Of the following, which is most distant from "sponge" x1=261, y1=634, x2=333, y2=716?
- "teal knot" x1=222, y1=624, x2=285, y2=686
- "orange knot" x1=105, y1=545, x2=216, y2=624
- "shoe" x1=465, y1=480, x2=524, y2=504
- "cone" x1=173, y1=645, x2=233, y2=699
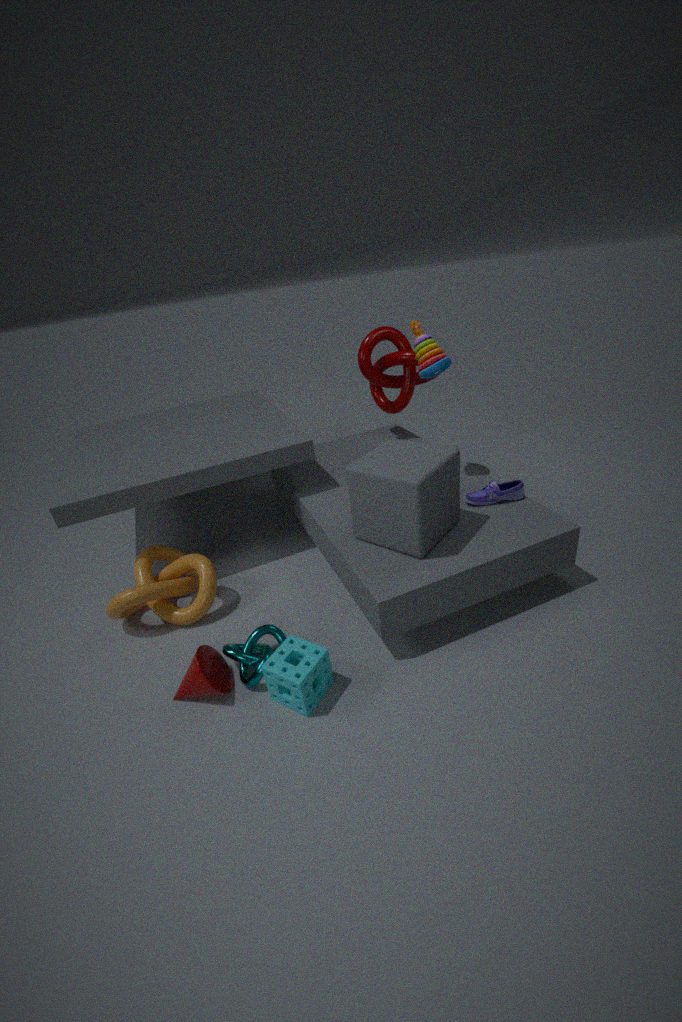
"shoe" x1=465, y1=480, x2=524, y2=504
